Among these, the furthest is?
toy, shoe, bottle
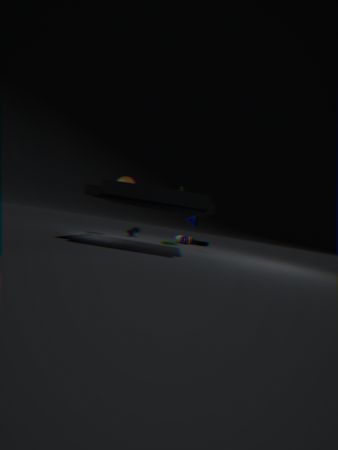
shoe
